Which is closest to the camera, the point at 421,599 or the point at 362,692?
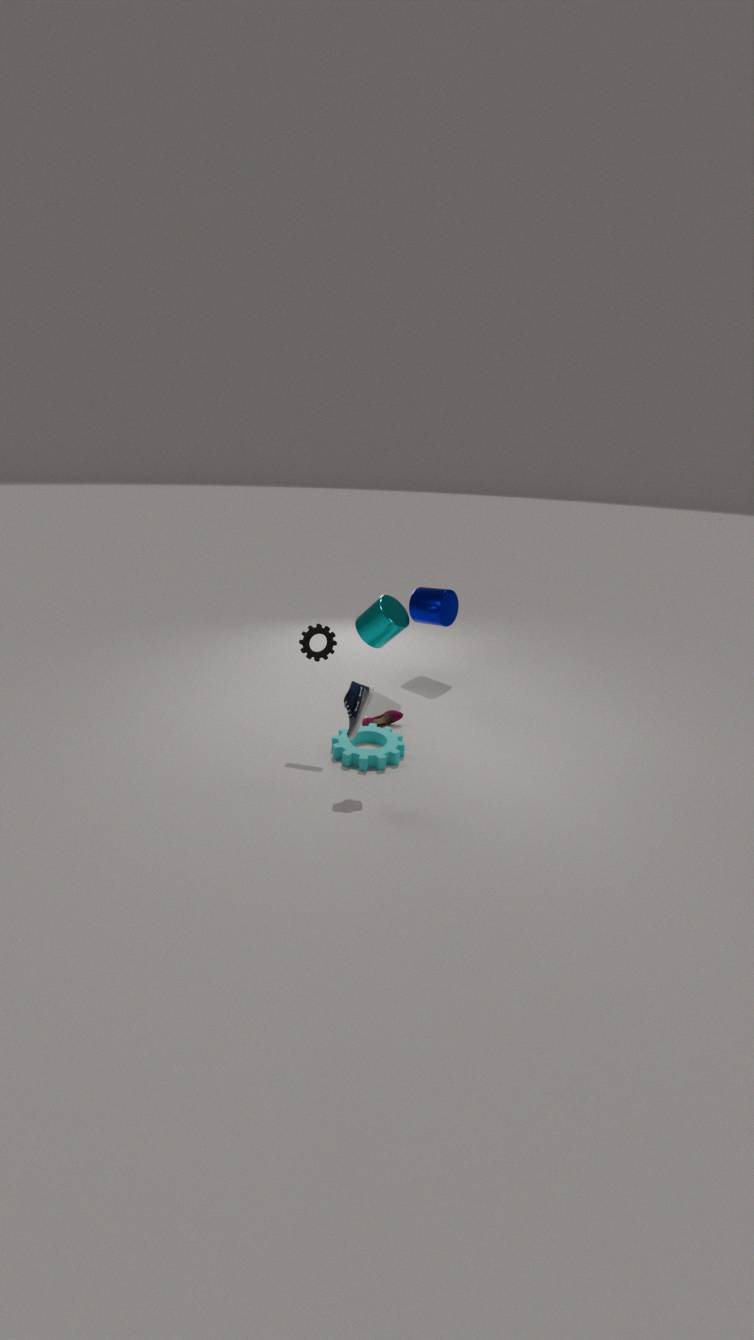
the point at 362,692
